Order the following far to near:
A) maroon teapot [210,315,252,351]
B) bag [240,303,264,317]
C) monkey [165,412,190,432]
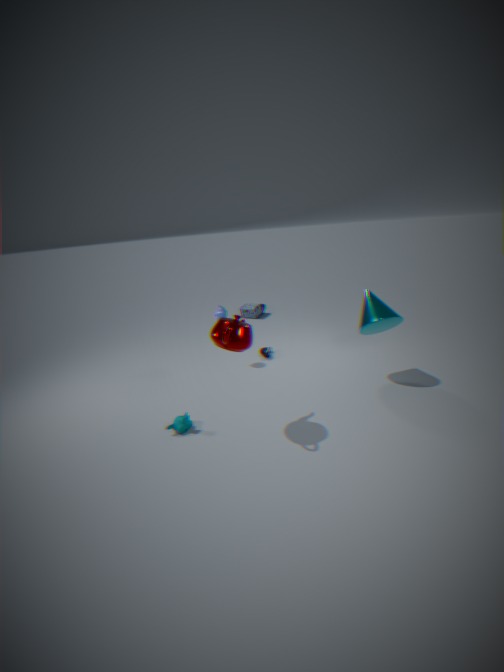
B. bag [240,303,264,317]
C. monkey [165,412,190,432]
A. maroon teapot [210,315,252,351]
